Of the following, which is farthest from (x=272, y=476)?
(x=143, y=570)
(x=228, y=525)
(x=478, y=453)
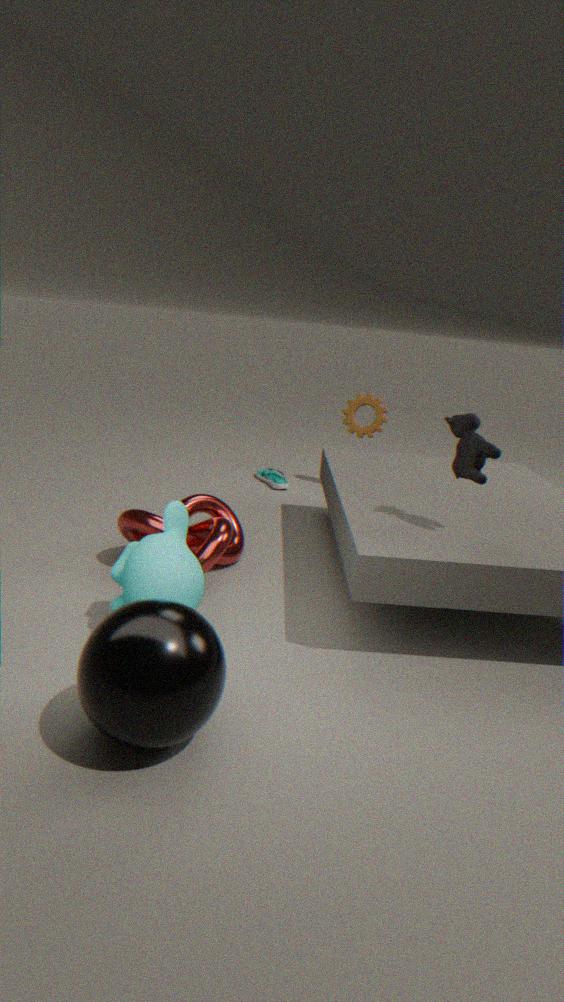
(x=143, y=570)
